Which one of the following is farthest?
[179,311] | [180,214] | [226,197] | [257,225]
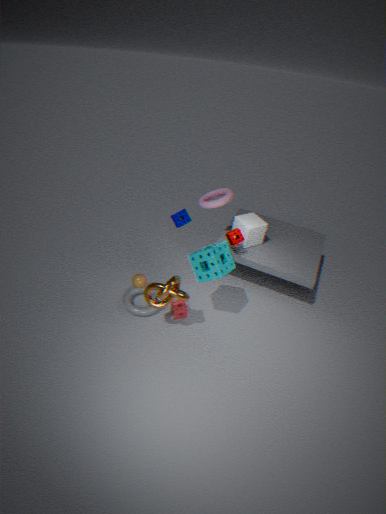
[257,225]
